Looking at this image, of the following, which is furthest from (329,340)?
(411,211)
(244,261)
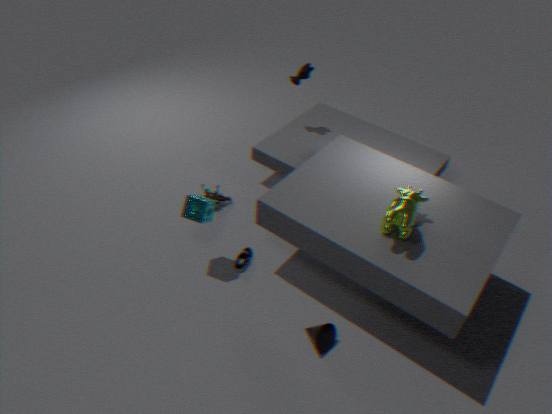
(411,211)
